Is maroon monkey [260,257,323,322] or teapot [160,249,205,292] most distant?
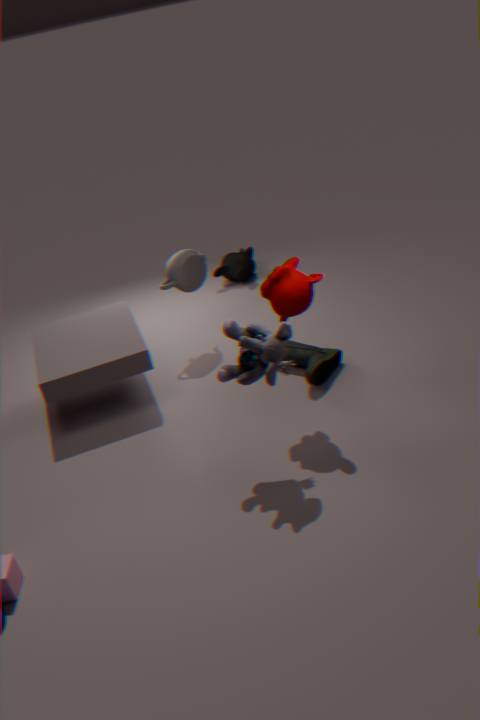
teapot [160,249,205,292]
